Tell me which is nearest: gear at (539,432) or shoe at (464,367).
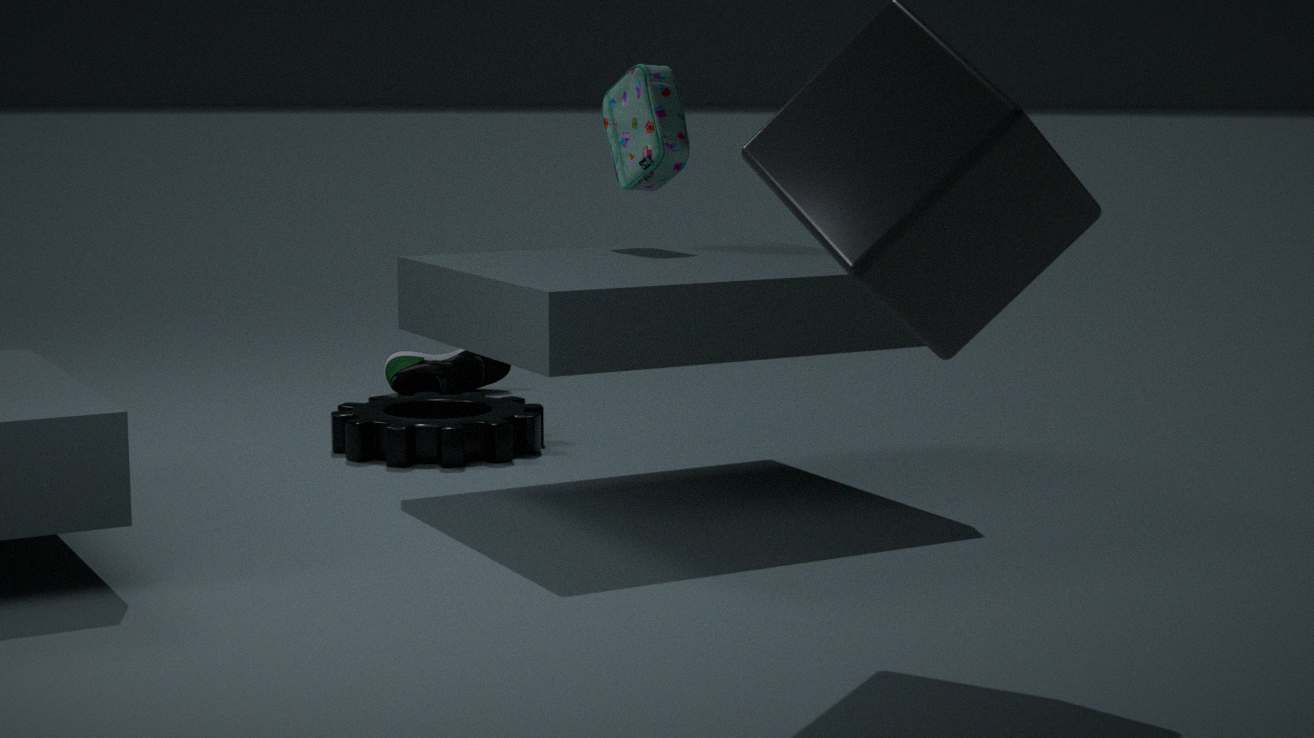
gear at (539,432)
